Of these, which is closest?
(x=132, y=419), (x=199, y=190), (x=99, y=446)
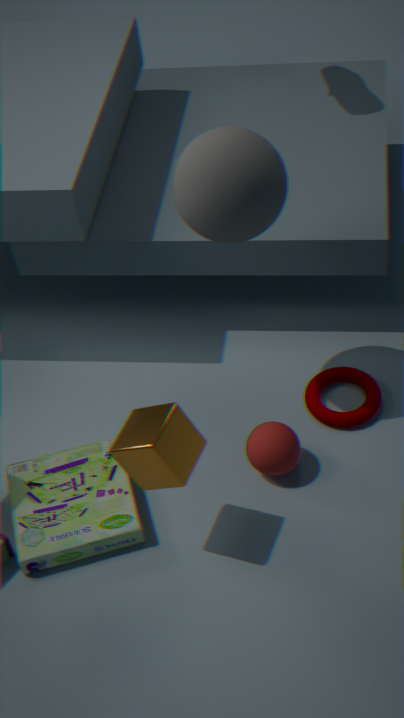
(x=199, y=190)
